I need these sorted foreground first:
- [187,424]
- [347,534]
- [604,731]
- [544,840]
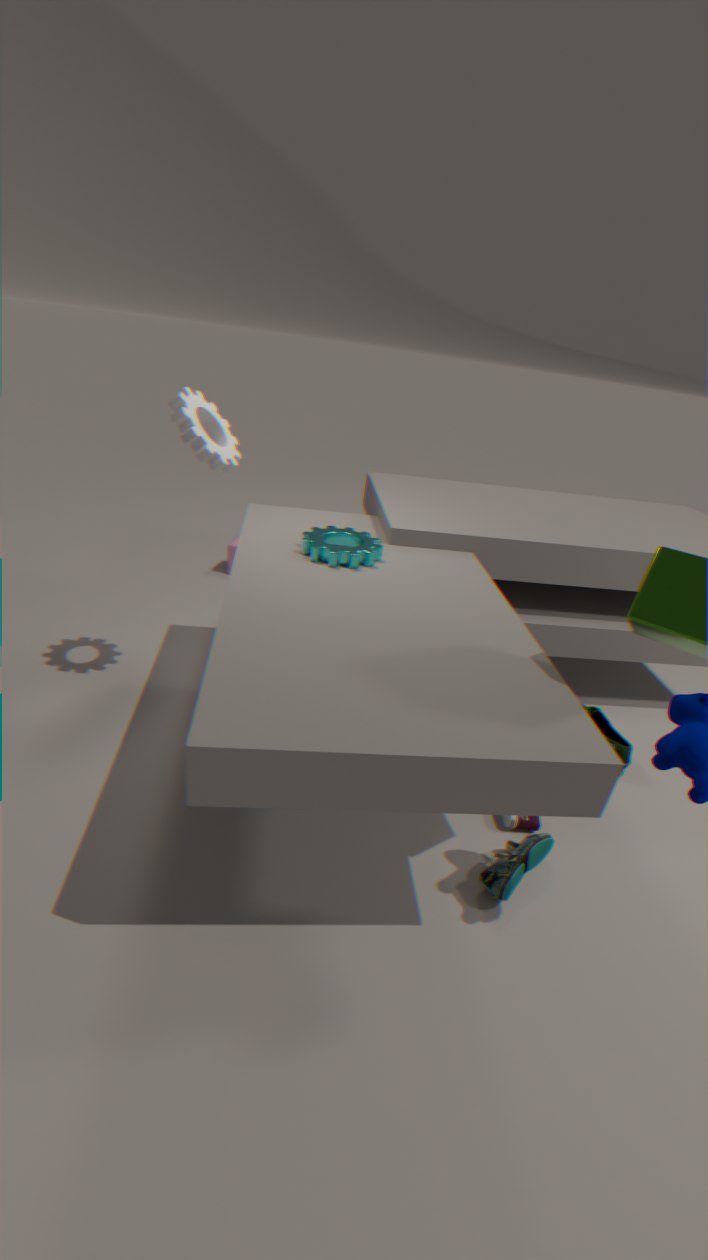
[544,840]
[187,424]
[347,534]
[604,731]
